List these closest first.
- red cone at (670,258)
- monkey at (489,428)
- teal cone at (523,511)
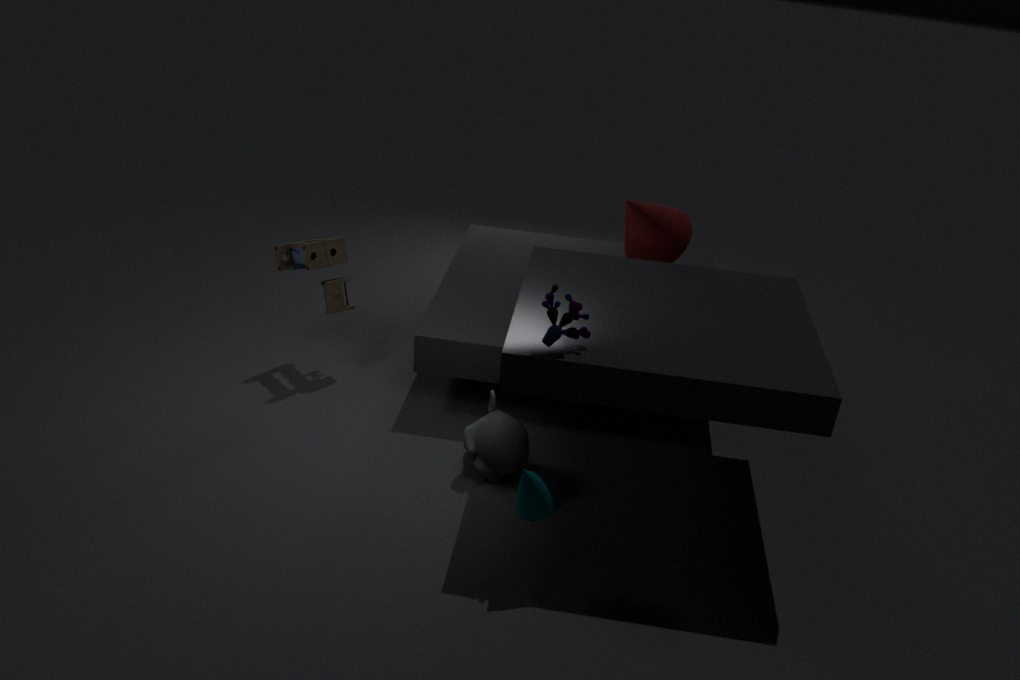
1. teal cone at (523,511)
2. monkey at (489,428)
3. red cone at (670,258)
